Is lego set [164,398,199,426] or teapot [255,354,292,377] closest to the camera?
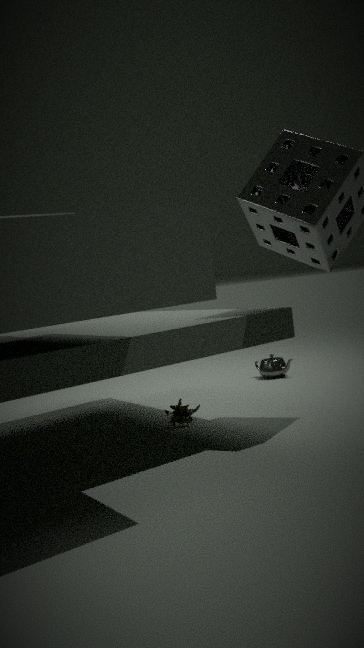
lego set [164,398,199,426]
